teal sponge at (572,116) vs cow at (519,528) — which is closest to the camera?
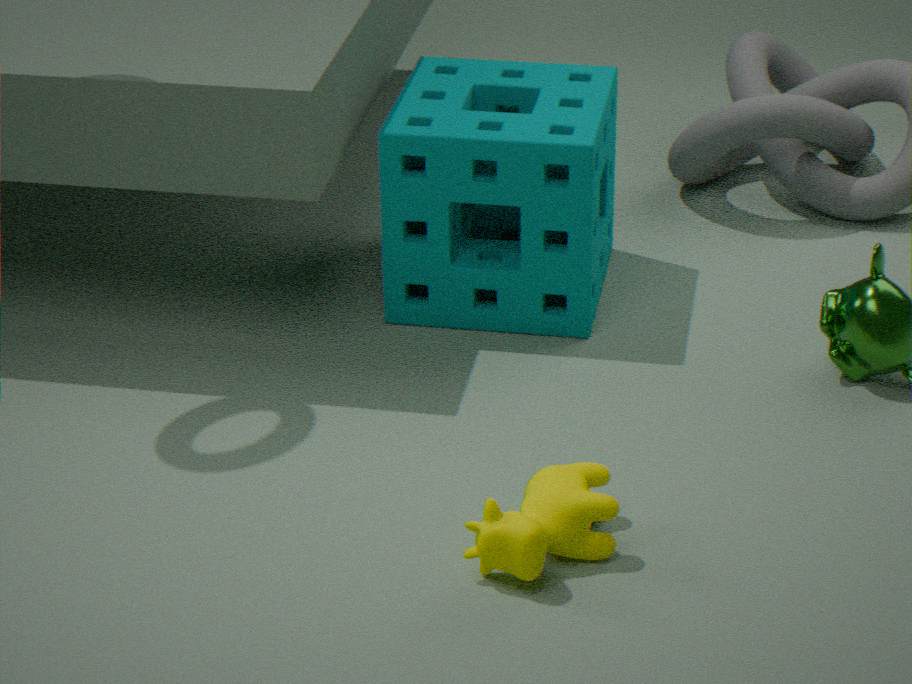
cow at (519,528)
